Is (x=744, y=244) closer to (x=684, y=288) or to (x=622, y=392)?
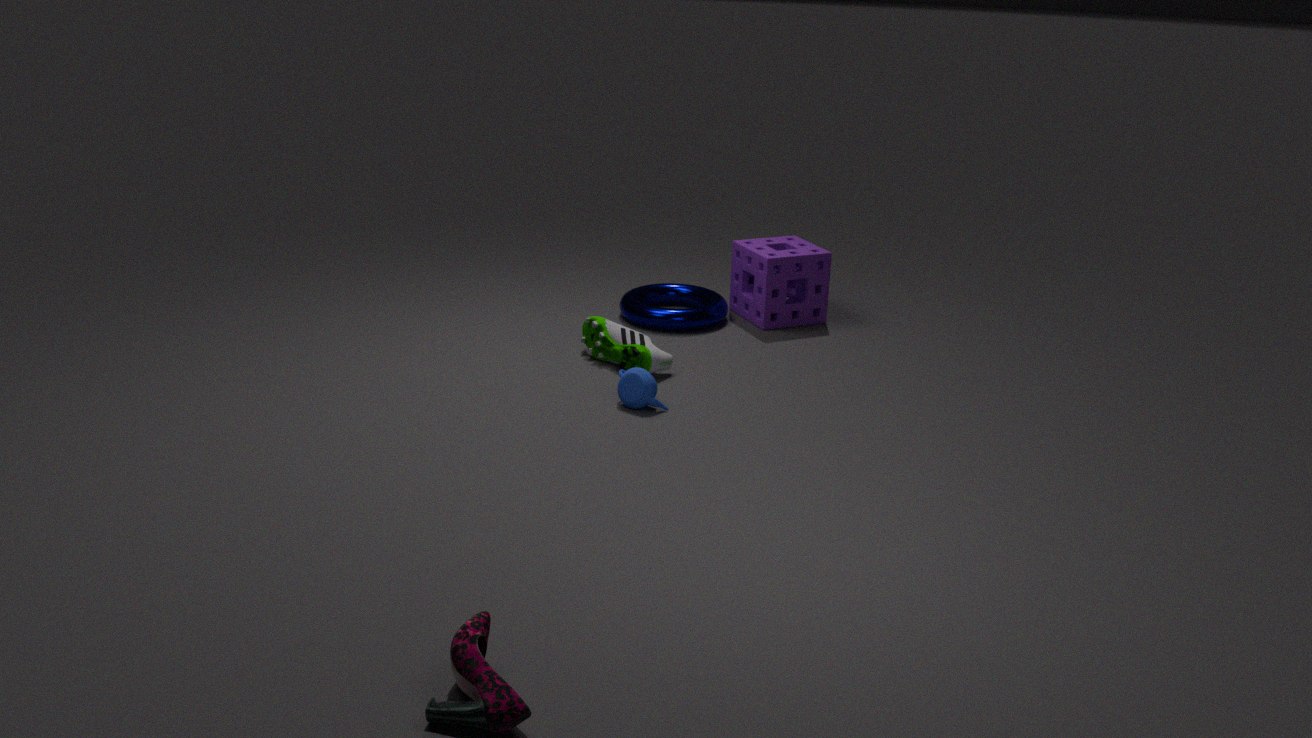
(x=684, y=288)
